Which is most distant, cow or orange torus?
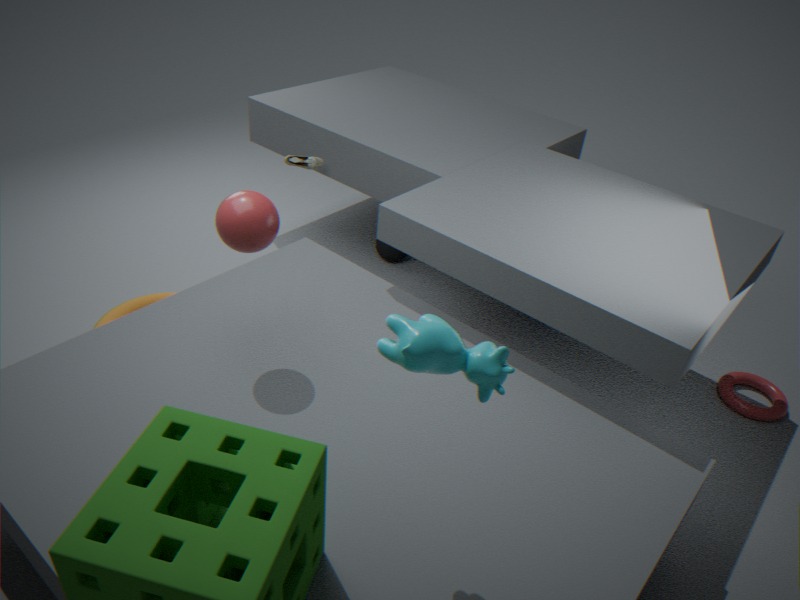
orange torus
